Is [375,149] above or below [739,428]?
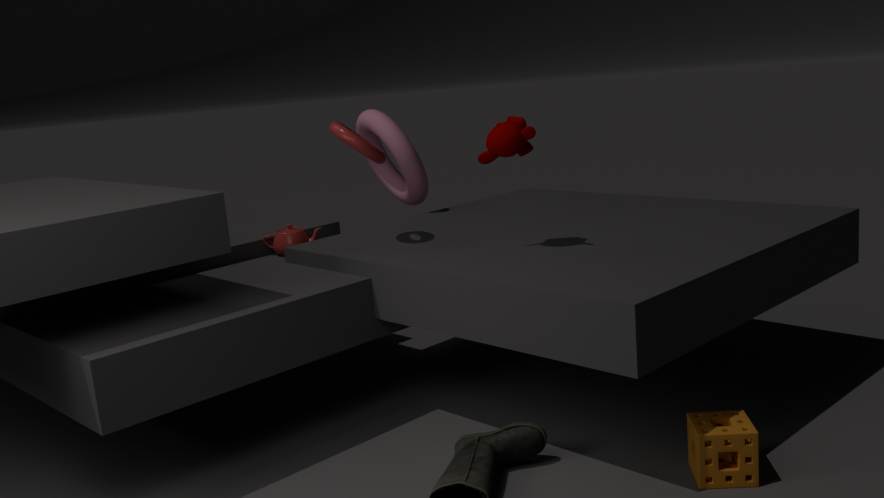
above
